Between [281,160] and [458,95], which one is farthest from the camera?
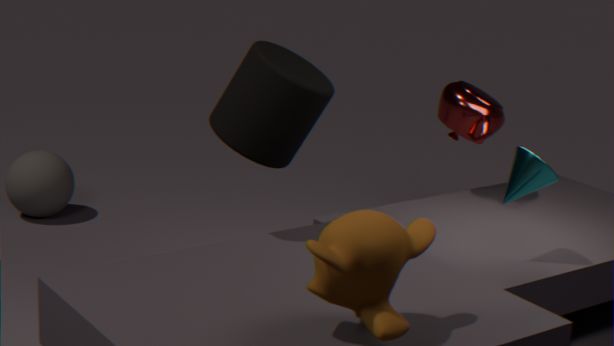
[458,95]
